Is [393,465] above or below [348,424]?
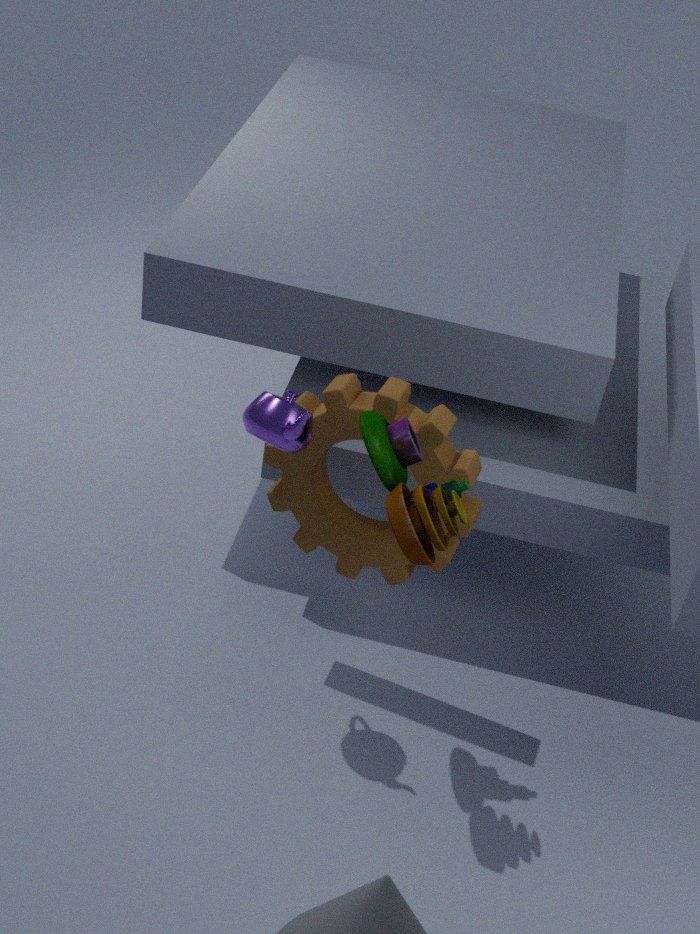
above
